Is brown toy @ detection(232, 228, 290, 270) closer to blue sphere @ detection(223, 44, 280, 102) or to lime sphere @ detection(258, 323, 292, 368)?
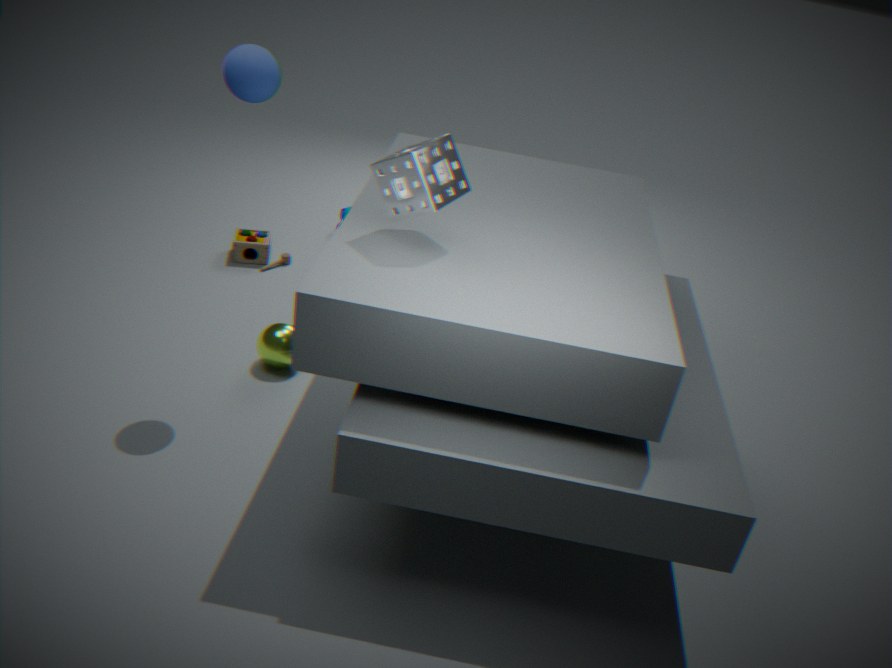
lime sphere @ detection(258, 323, 292, 368)
